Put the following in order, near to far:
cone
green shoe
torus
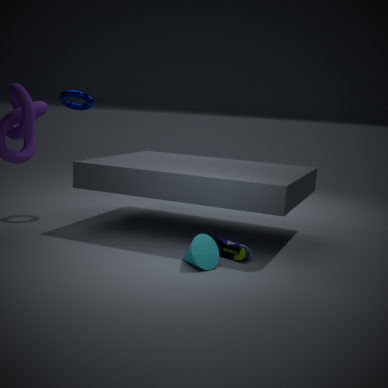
cone < green shoe < torus
